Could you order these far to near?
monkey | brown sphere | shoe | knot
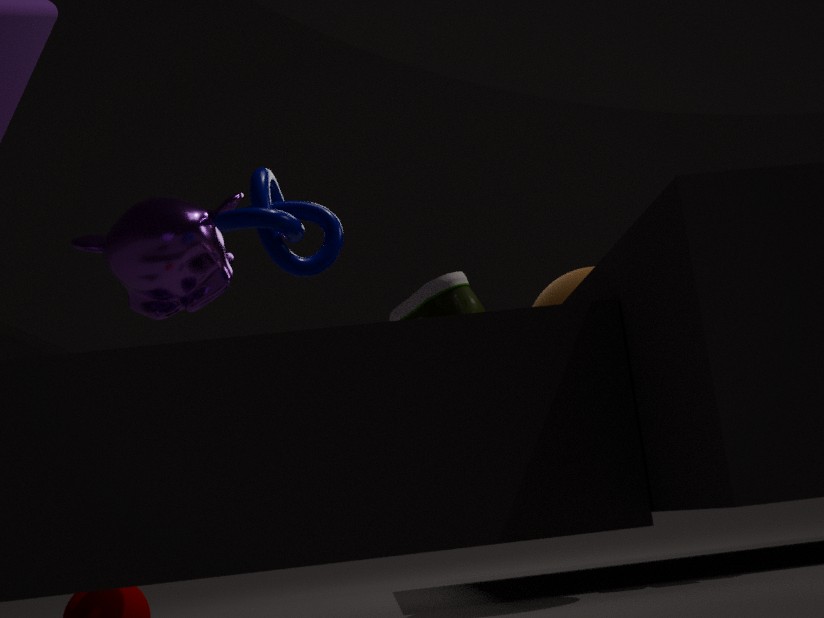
monkey, brown sphere, shoe, knot
